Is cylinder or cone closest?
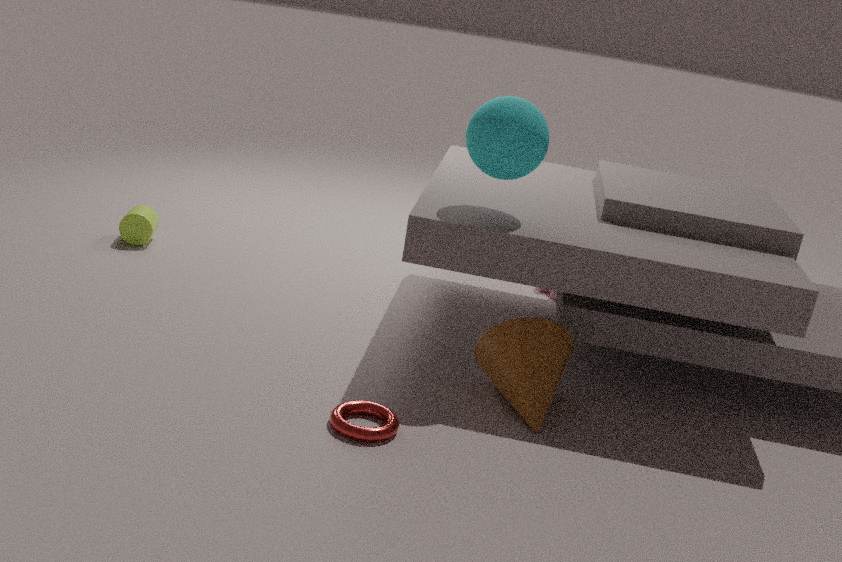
cone
